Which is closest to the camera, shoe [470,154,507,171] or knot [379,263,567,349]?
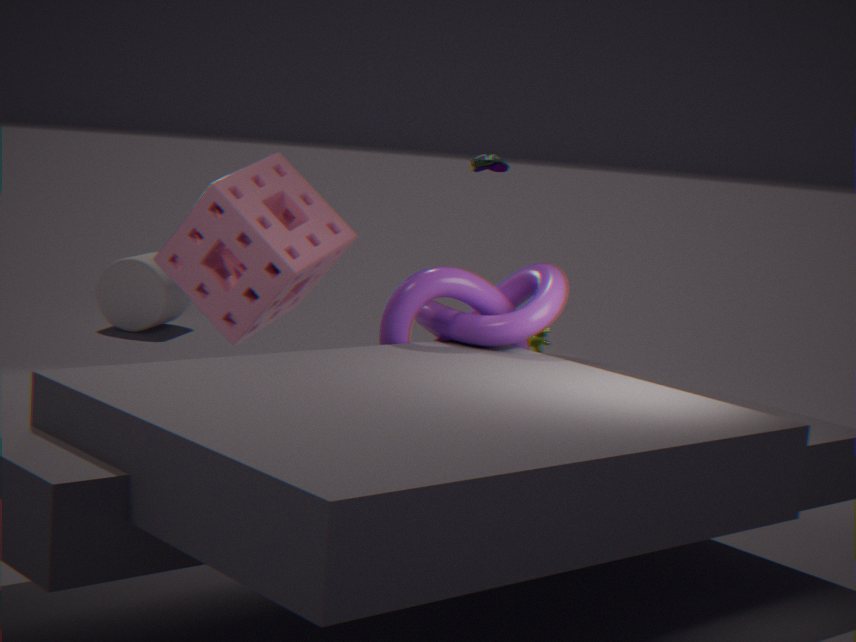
knot [379,263,567,349]
